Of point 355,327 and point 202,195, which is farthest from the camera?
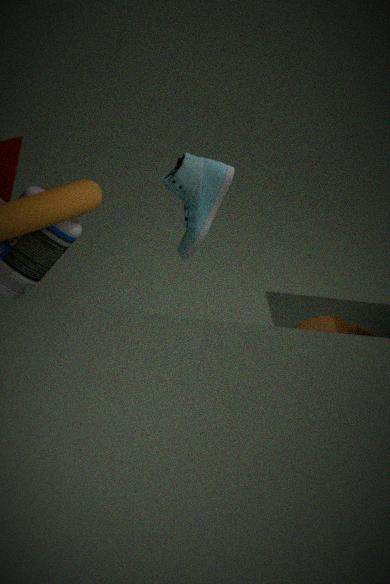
point 355,327
